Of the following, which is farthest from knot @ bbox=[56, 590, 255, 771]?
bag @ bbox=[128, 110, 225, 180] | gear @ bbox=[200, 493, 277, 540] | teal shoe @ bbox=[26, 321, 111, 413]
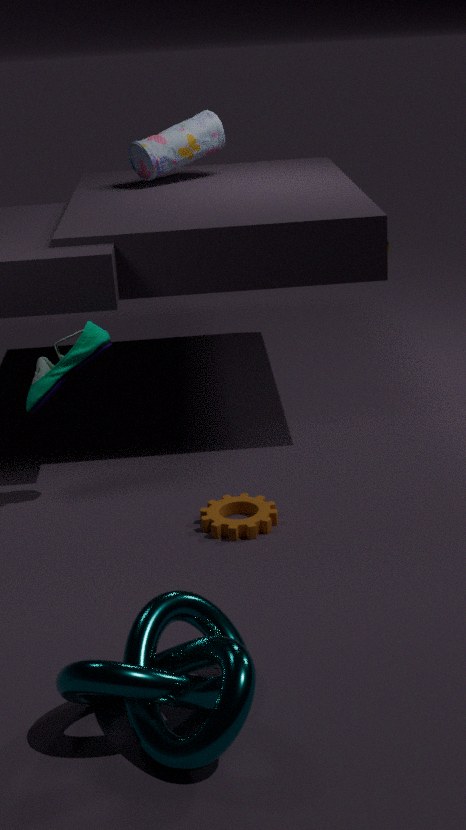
bag @ bbox=[128, 110, 225, 180]
